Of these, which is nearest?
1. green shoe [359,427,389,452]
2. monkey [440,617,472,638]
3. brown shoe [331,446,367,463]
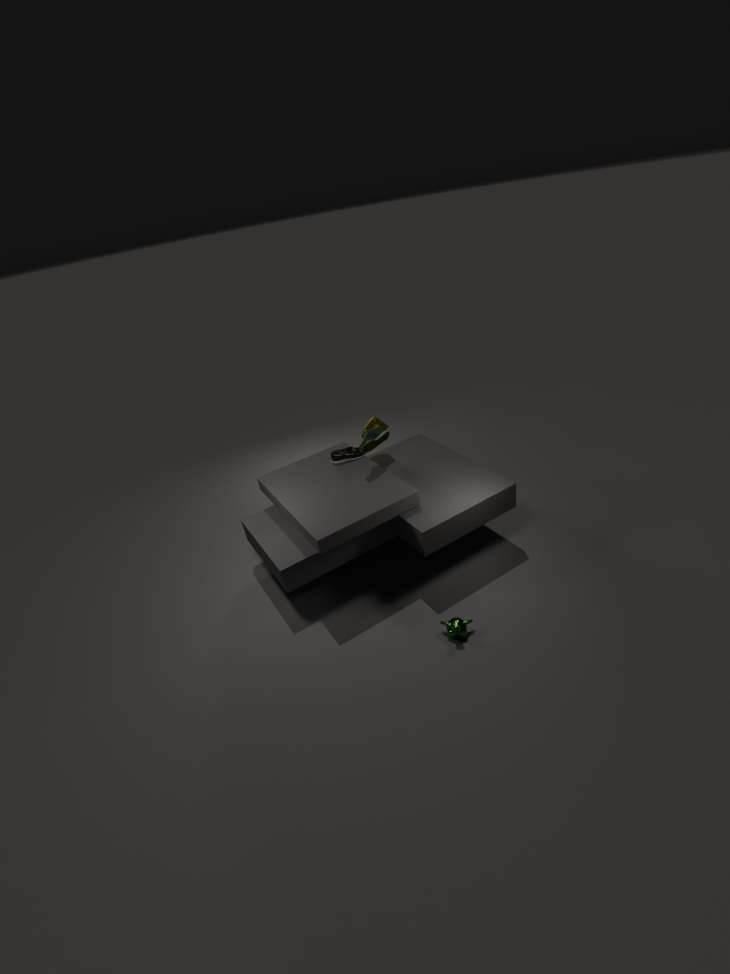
monkey [440,617,472,638]
